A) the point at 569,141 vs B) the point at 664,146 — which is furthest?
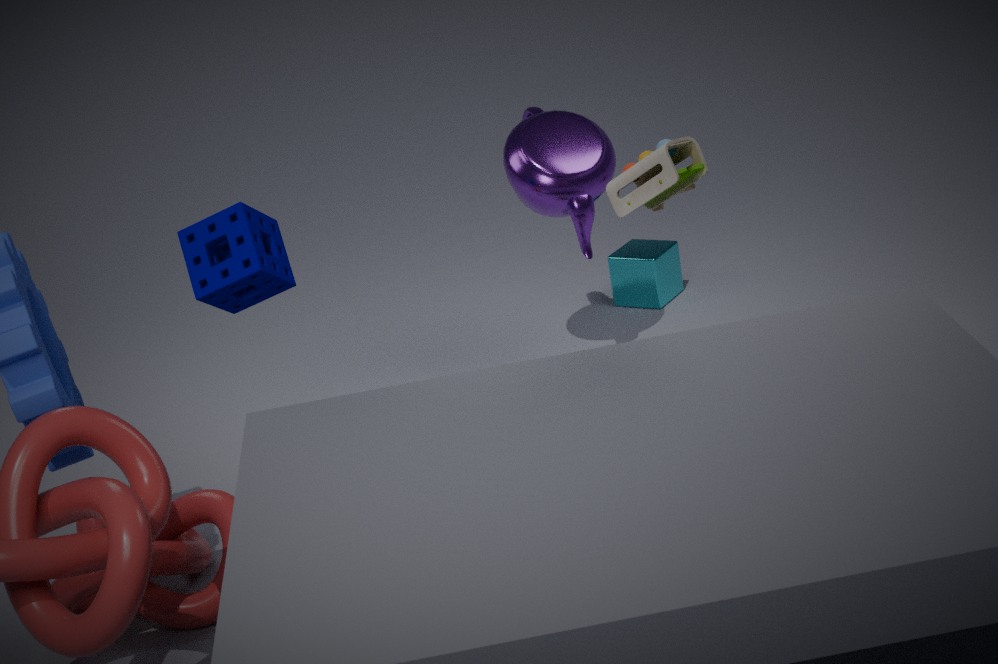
A. the point at 569,141
